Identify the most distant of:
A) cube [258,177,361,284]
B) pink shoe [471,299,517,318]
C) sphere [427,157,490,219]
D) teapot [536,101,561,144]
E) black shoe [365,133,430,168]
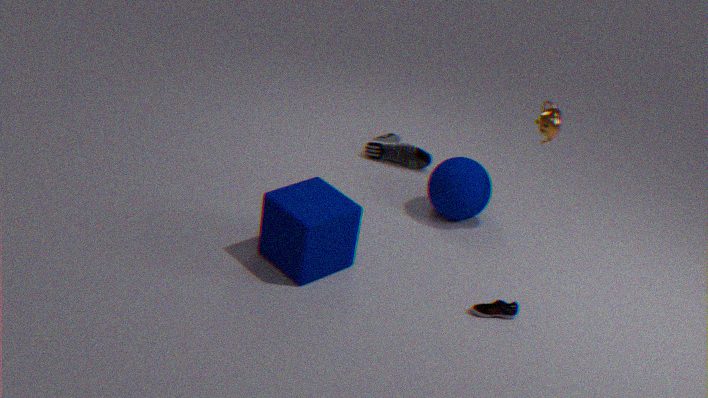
black shoe [365,133,430,168]
